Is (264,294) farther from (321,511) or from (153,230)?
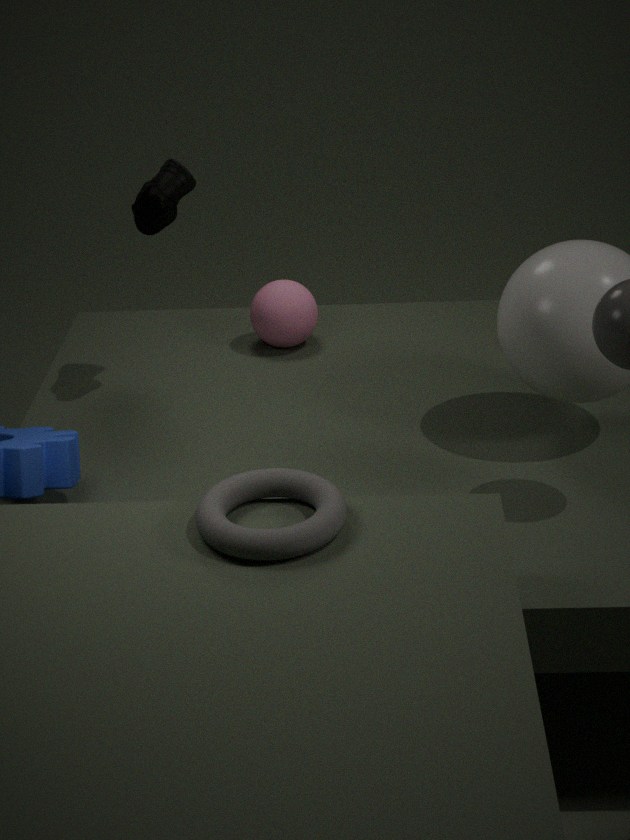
(321,511)
